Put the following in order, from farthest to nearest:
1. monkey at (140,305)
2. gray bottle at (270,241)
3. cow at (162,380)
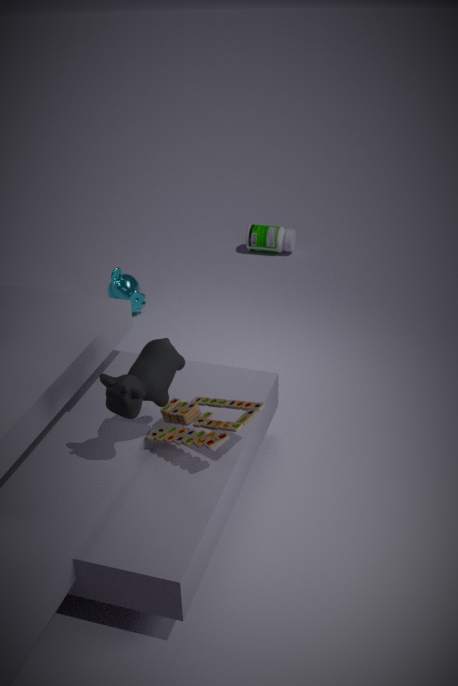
gray bottle at (270,241) < monkey at (140,305) < cow at (162,380)
